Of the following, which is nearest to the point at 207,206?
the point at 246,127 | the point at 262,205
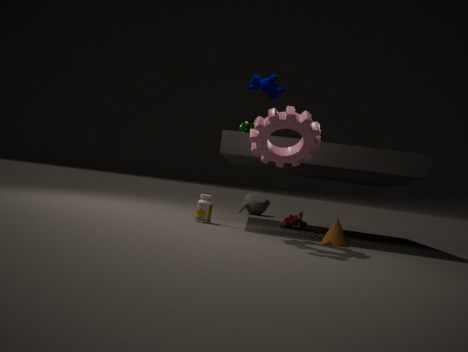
the point at 246,127
